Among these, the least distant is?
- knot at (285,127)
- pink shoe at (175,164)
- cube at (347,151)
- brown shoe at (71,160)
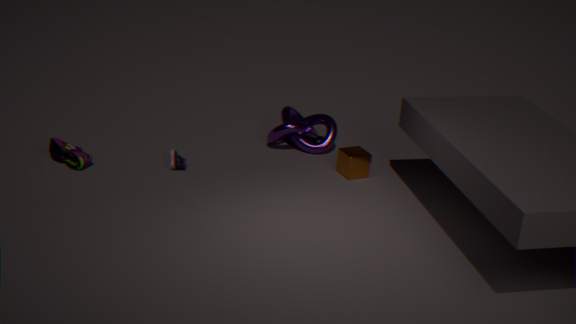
brown shoe at (71,160)
